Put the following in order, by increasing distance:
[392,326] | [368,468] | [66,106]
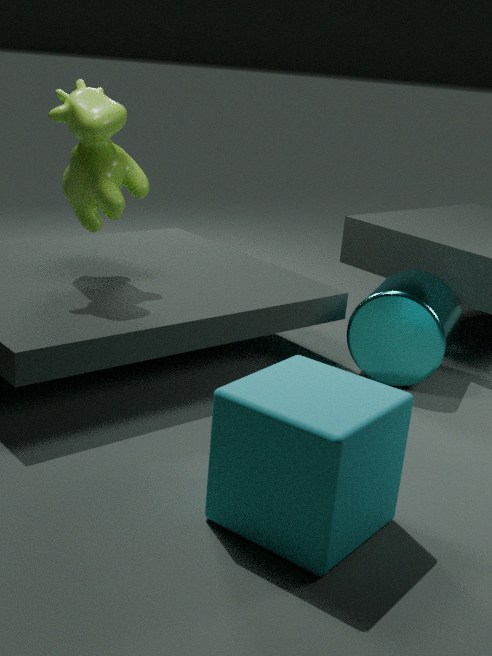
[368,468]
[66,106]
[392,326]
